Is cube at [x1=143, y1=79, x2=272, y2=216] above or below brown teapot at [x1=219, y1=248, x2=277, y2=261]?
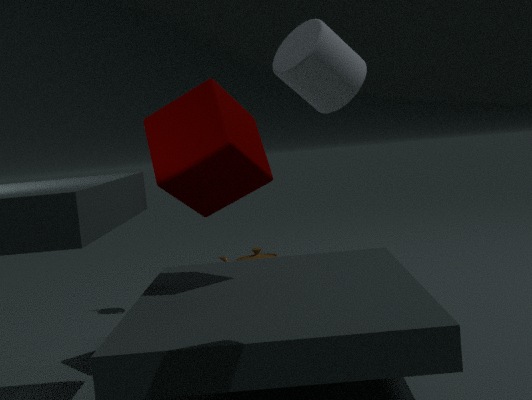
above
